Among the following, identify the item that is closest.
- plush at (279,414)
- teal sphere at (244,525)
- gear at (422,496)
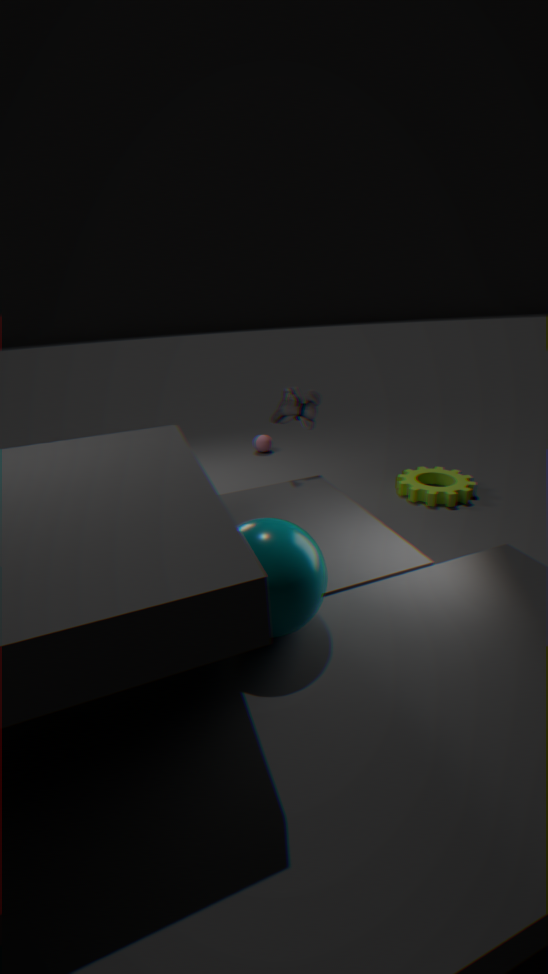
teal sphere at (244,525)
